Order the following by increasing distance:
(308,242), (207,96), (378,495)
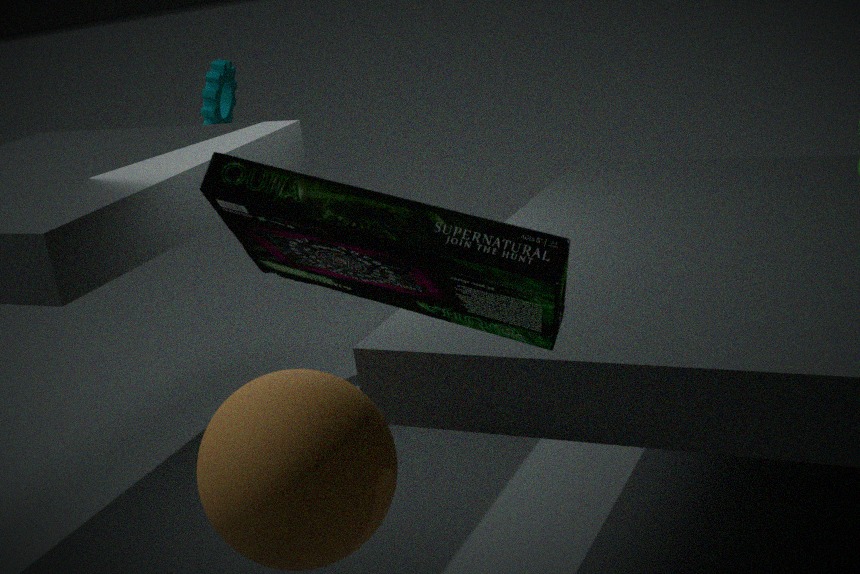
(308,242) → (378,495) → (207,96)
